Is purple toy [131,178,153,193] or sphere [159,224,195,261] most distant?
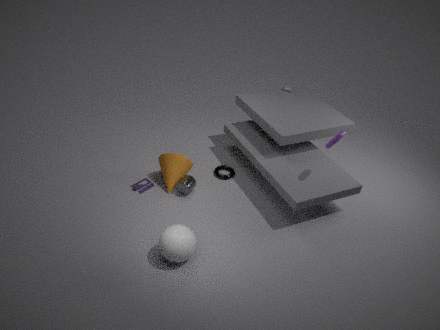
purple toy [131,178,153,193]
